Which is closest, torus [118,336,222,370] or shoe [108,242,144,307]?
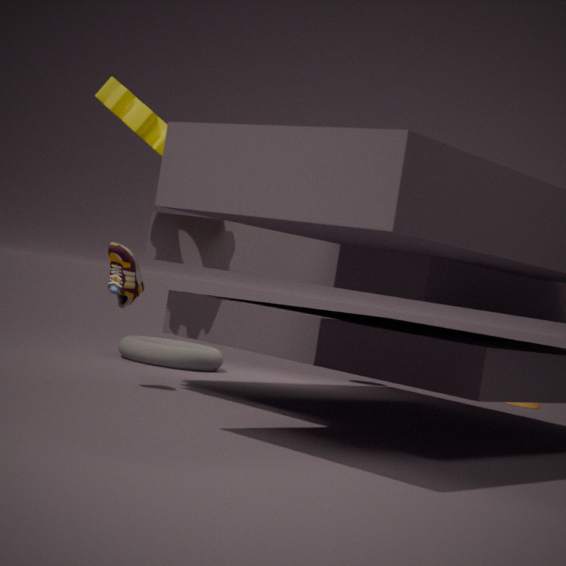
shoe [108,242,144,307]
